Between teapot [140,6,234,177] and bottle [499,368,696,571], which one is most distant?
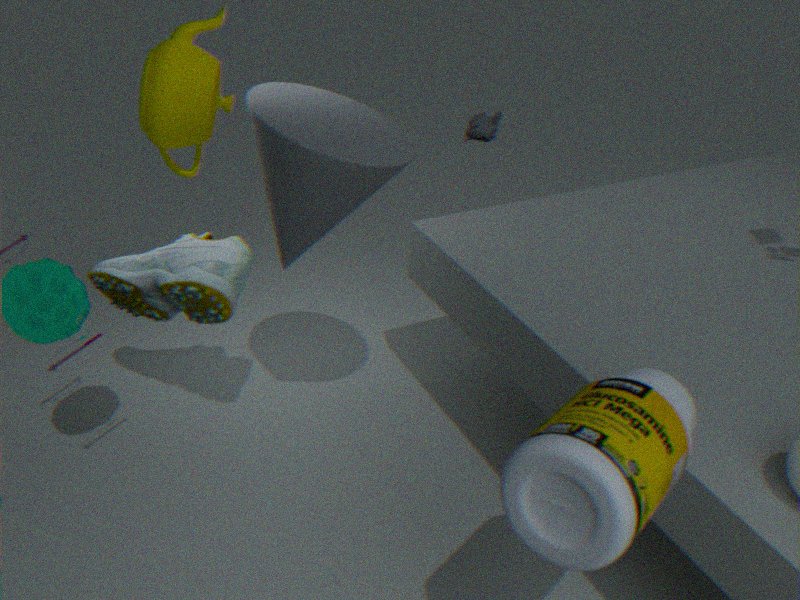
teapot [140,6,234,177]
